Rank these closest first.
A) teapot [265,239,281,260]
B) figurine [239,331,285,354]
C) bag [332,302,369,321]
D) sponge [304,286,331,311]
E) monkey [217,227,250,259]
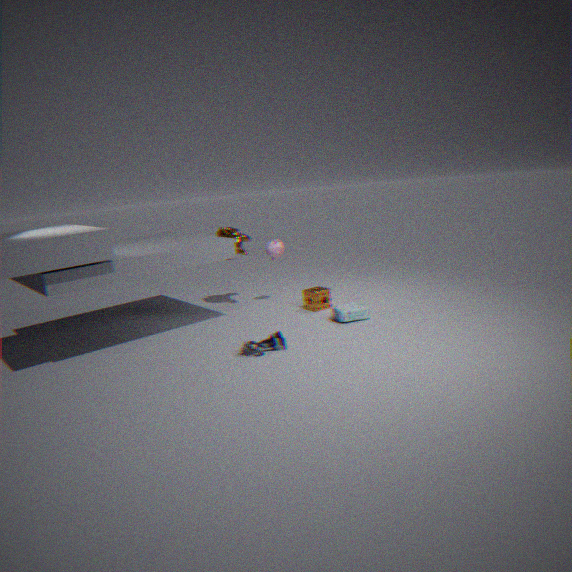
figurine [239,331,285,354]
bag [332,302,369,321]
sponge [304,286,331,311]
teapot [265,239,281,260]
monkey [217,227,250,259]
